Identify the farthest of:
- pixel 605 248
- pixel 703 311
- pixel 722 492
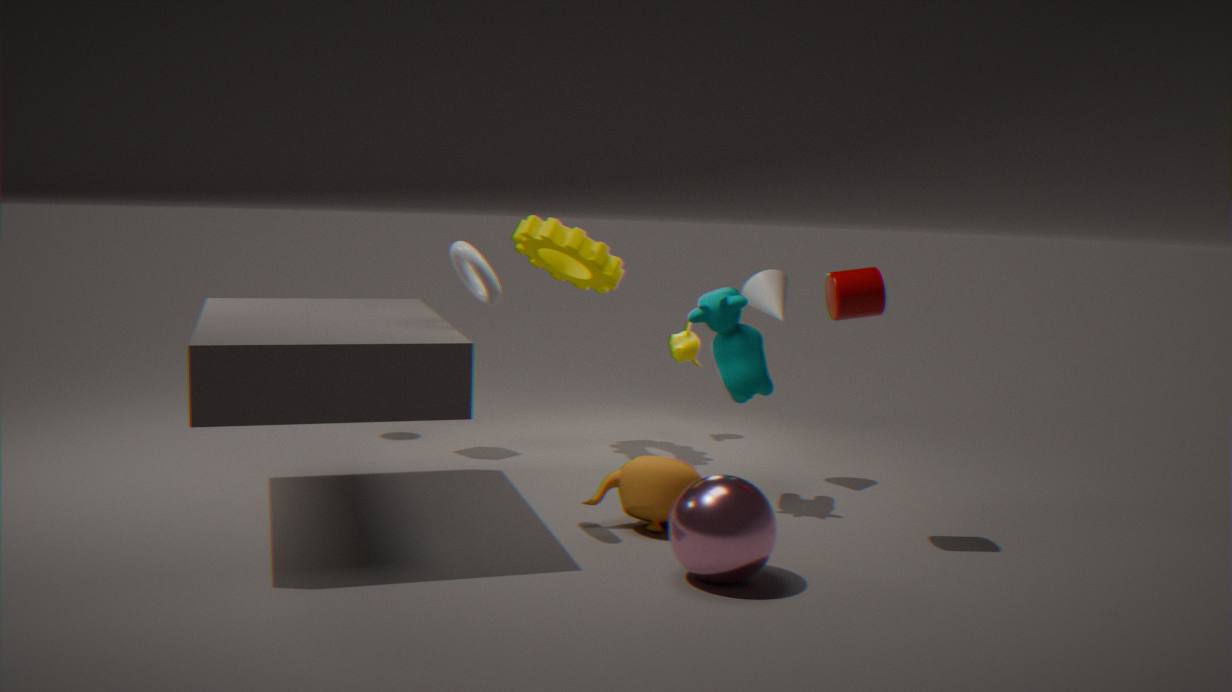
pixel 605 248
